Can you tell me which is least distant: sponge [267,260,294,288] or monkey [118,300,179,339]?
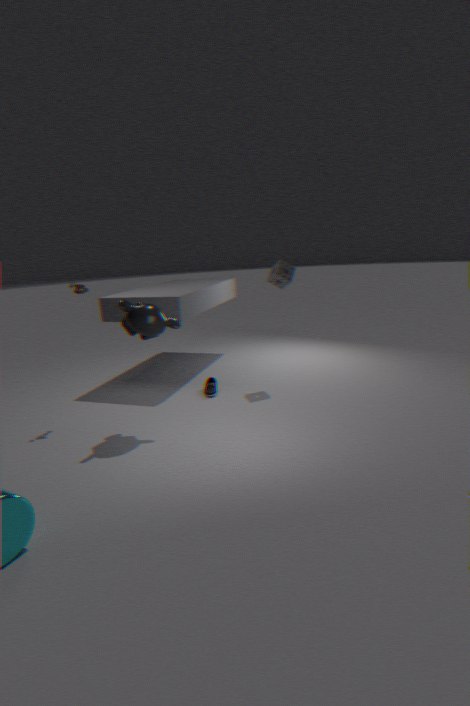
monkey [118,300,179,339]
